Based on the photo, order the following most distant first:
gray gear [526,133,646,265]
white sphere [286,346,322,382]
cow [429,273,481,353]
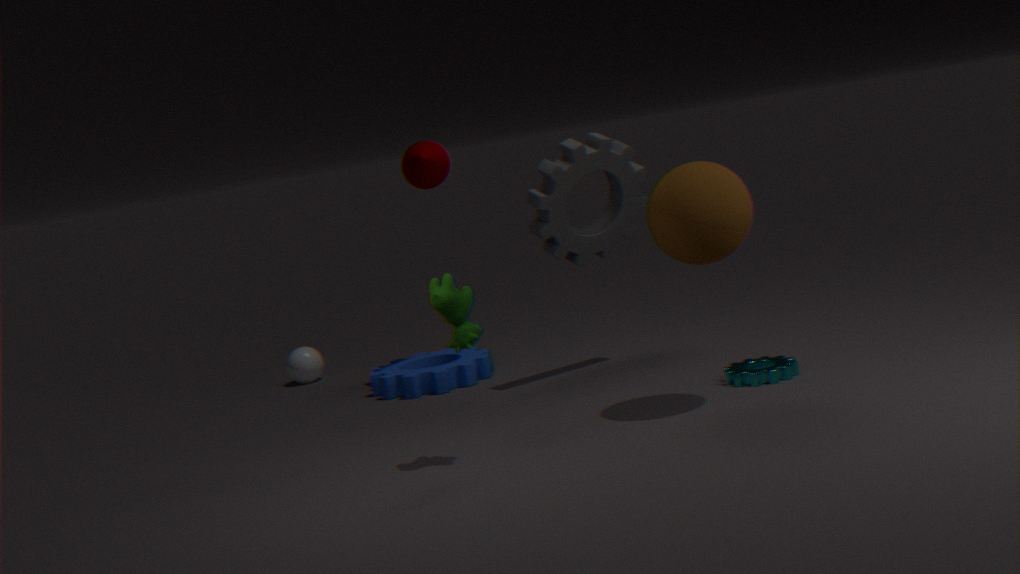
white sphere [286,346,322,382], gray gear [526,133,646,265], cow [429,273,481,353]
